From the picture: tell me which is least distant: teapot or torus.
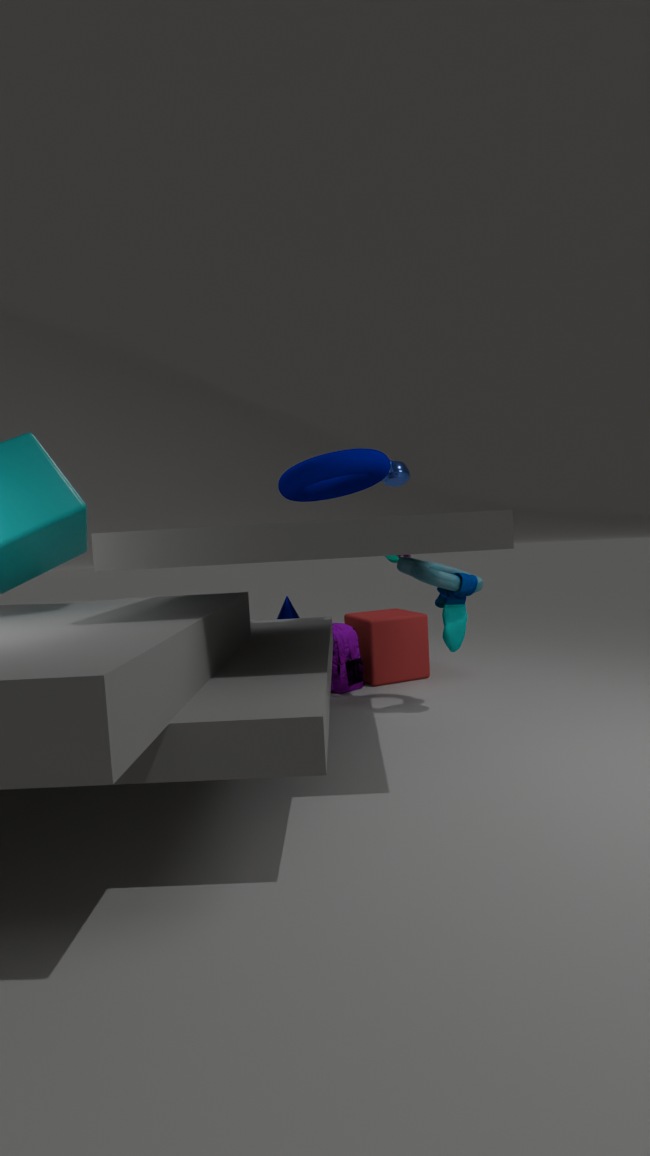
torus
